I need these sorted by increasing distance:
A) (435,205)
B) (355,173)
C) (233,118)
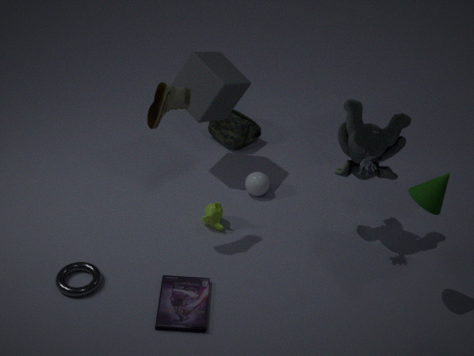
1. (435,205)
2. (355,173)
3. (233,118)
